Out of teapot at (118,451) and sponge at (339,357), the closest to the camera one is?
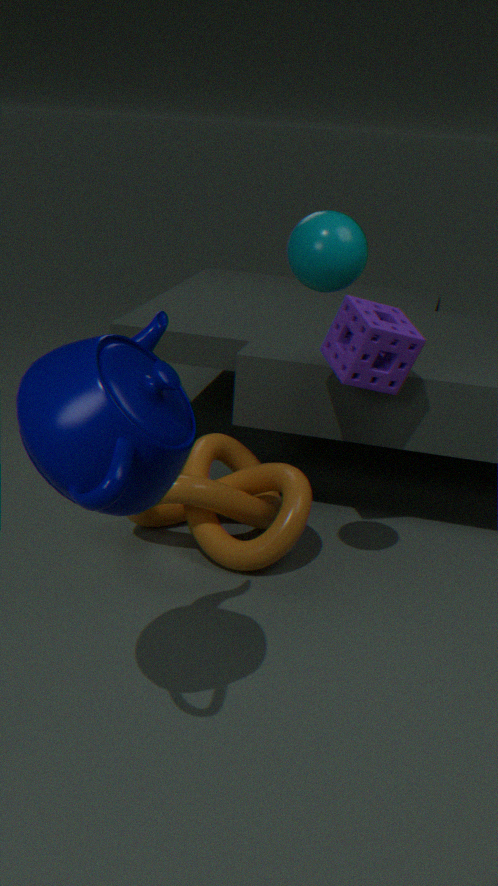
teapot at (118,451)
